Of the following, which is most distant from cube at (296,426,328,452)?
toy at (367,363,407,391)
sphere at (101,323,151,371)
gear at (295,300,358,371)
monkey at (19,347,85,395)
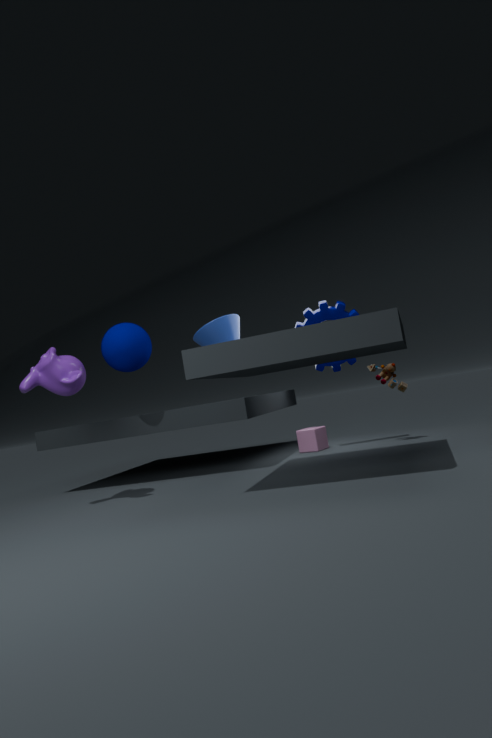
monkey at (19,347,85,395)
